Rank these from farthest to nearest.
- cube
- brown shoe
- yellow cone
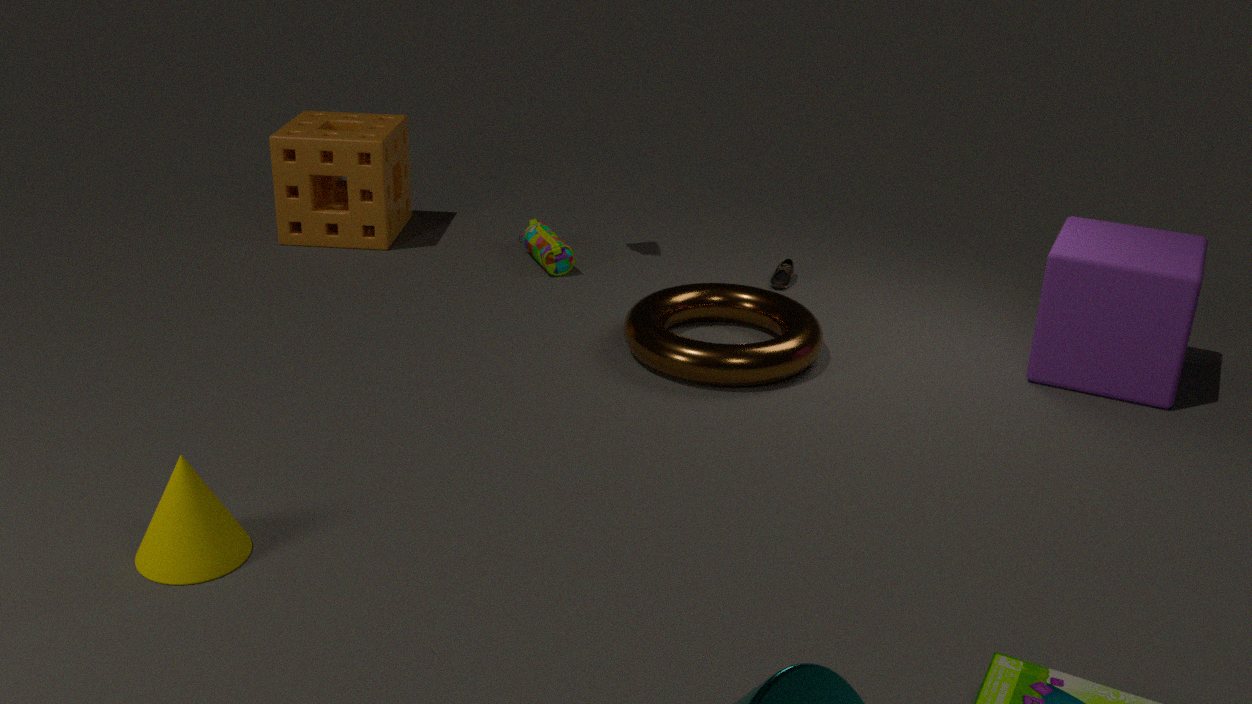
brown shoe → cube → yellow cone
